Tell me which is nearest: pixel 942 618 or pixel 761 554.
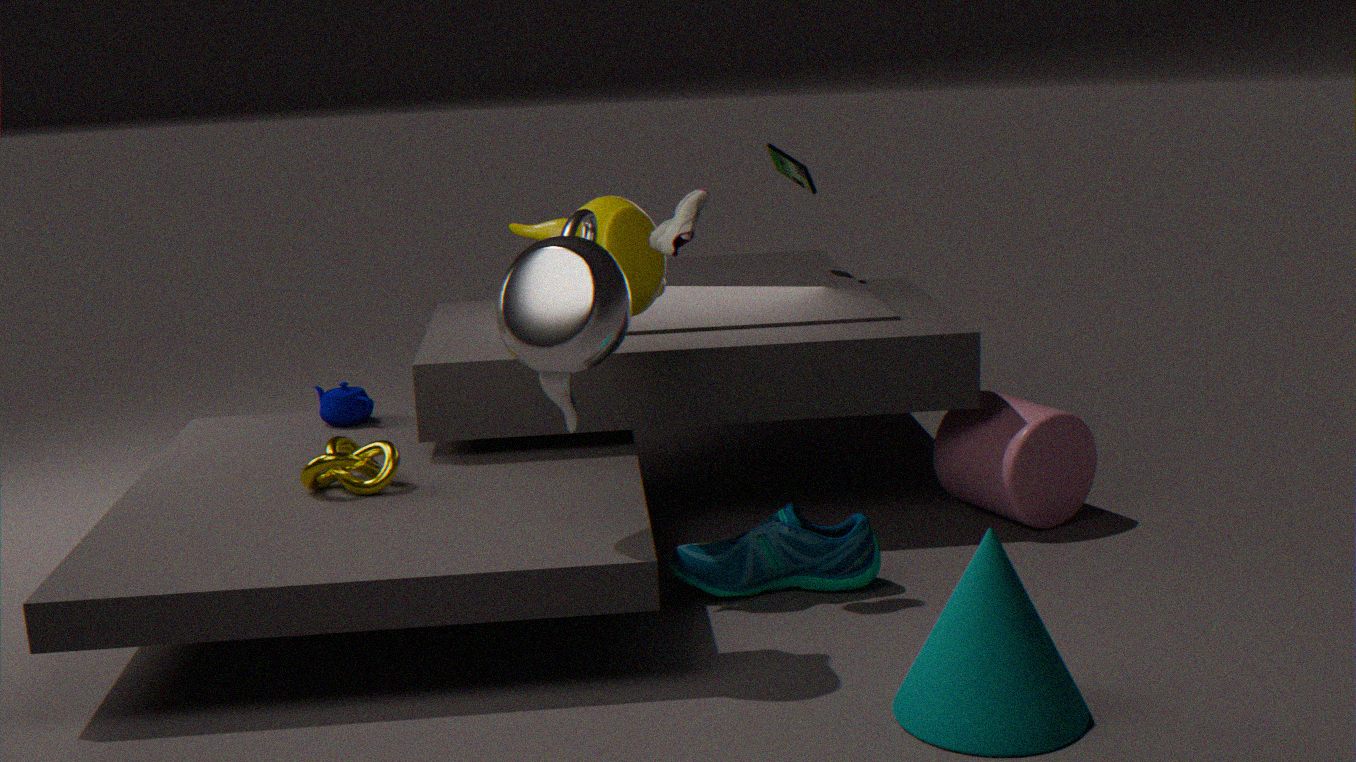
pixel 942 618
